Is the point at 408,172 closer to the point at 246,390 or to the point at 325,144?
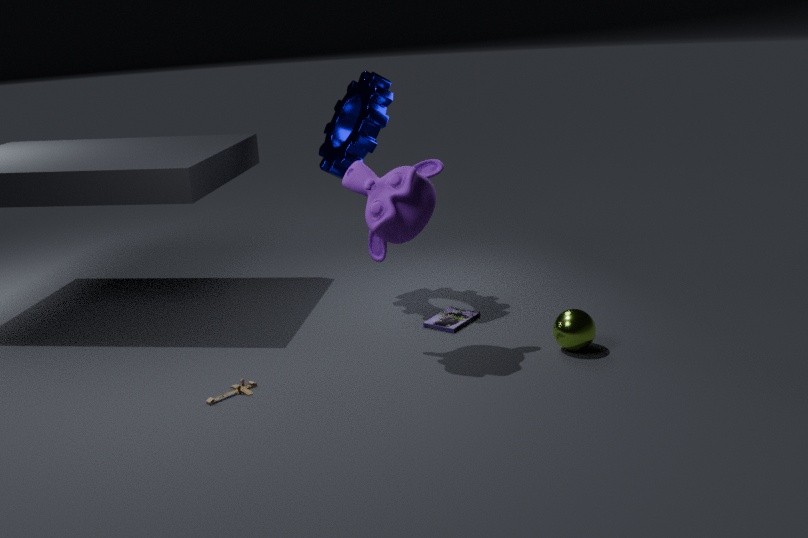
the point at 325,144
